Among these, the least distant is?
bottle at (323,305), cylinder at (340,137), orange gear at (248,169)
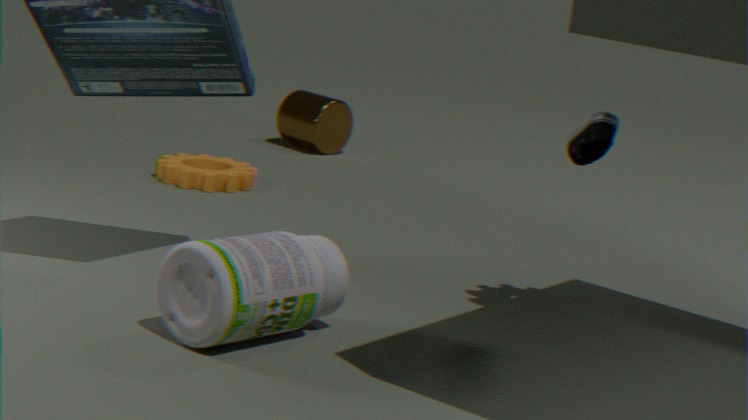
bottle at (323,305)
